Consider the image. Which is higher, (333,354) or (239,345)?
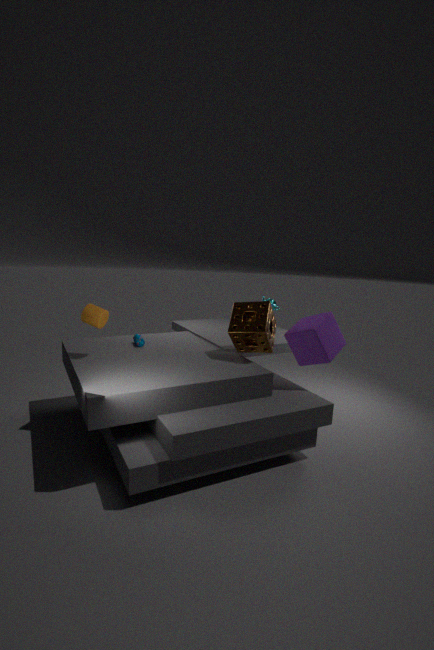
(239,345)
